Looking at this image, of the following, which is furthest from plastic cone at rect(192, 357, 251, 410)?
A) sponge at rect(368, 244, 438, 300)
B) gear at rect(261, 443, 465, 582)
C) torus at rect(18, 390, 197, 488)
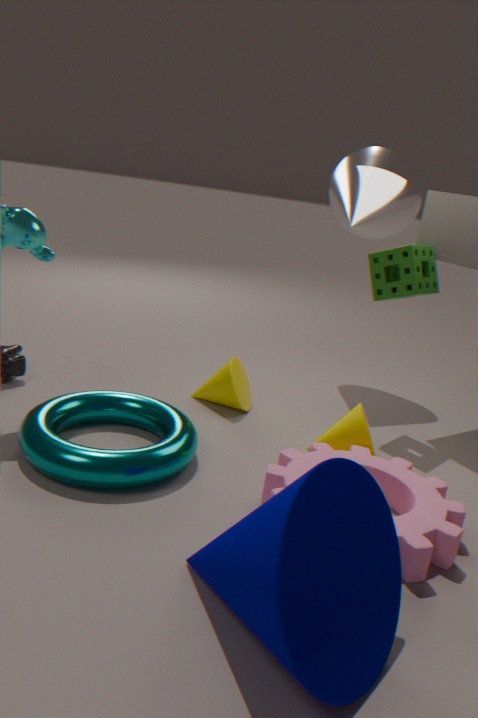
sponge at rect(368, 244, 438, 300)
